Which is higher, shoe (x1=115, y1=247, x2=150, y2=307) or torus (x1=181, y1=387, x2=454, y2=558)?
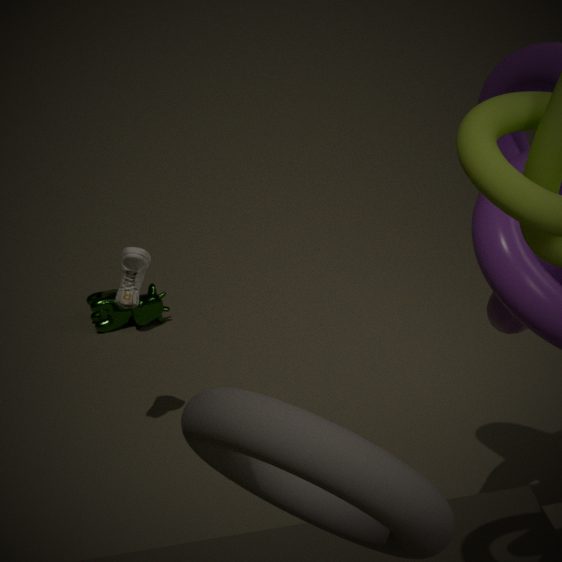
torus (x1=181, y1=387, x2=454, y2=558)
